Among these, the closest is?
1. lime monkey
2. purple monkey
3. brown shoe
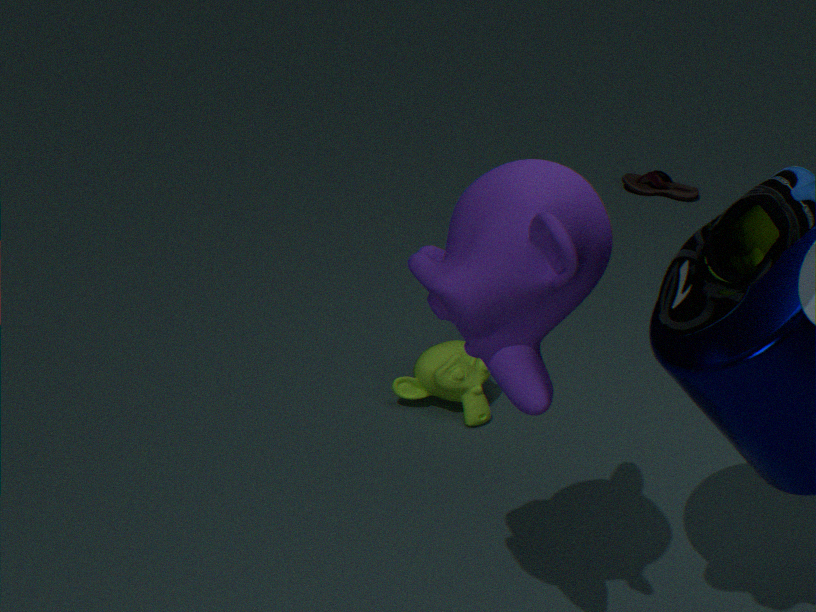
purple monkey
